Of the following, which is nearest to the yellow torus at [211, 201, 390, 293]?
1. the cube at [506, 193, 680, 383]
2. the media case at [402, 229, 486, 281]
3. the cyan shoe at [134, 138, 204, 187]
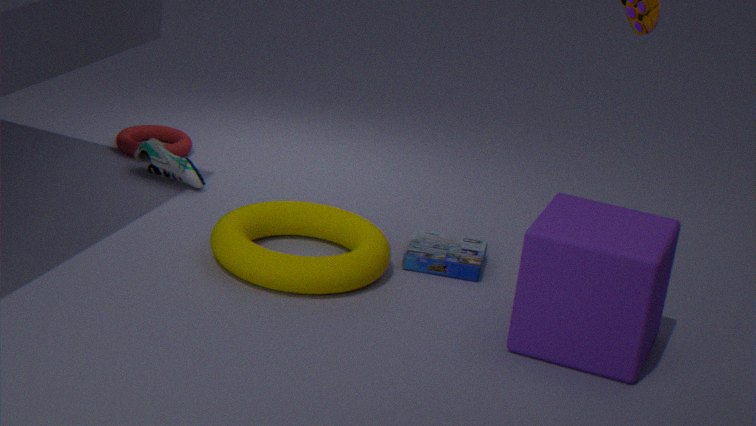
the media case at [402, 229, 486, 281]
